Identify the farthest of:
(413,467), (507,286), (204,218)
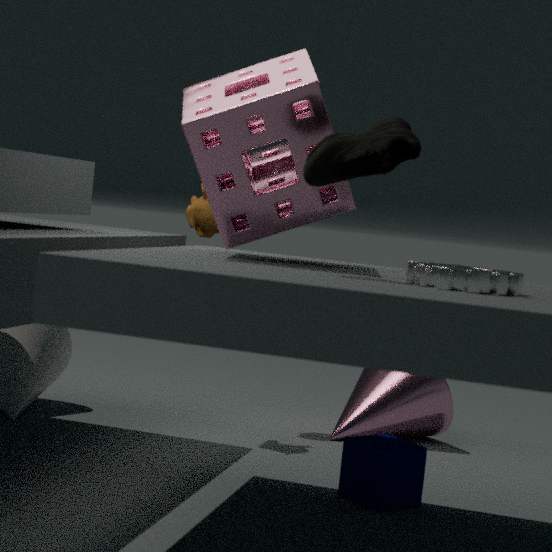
(204,218)
